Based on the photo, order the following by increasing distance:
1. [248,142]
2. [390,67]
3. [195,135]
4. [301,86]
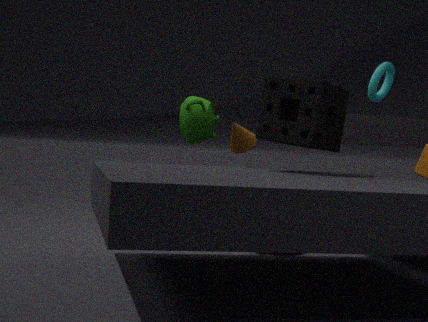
[301,86] → [390,67] → [195,135] → [248,142]
